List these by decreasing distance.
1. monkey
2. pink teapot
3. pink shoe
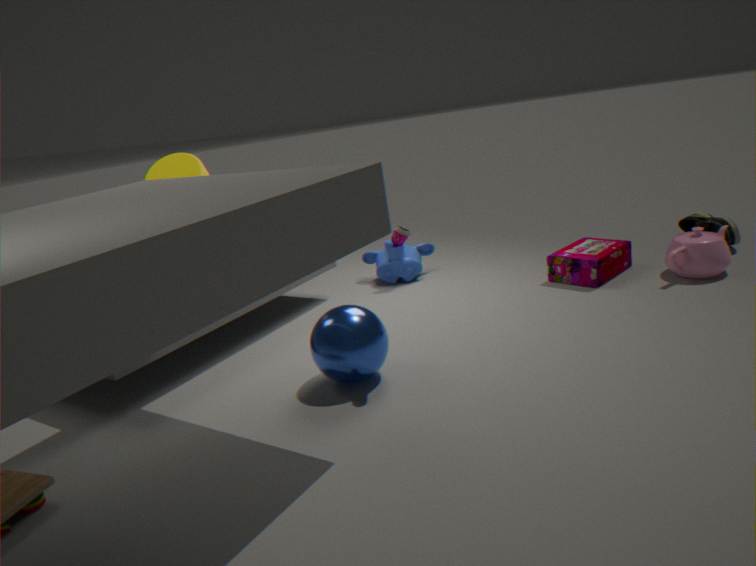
monkey < pink teapot < pink shoe
